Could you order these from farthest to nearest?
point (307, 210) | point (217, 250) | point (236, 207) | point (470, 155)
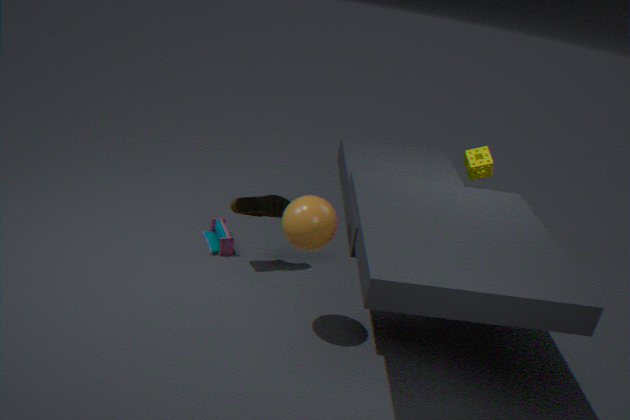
1. point (470, 155)
2. point (217, 250)
3. point (236, 207)
4. point (307, 210)
